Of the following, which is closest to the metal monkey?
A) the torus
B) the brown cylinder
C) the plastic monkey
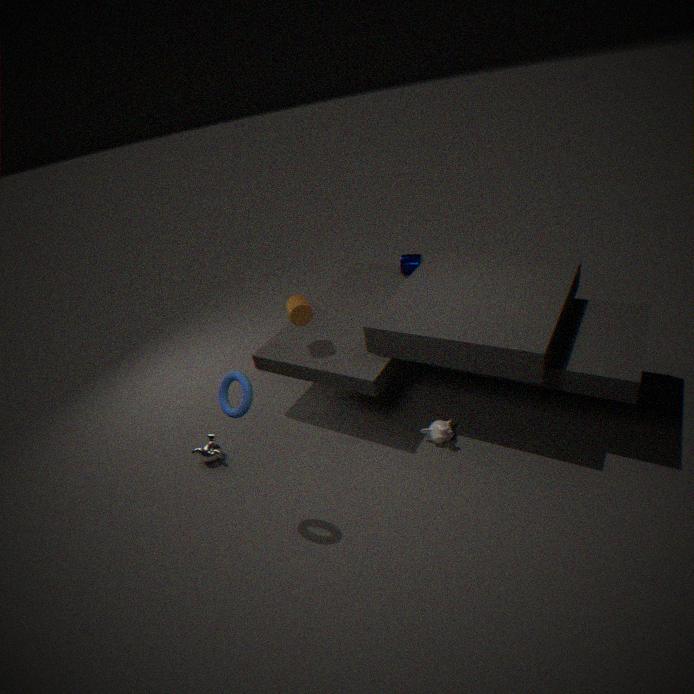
the torus
